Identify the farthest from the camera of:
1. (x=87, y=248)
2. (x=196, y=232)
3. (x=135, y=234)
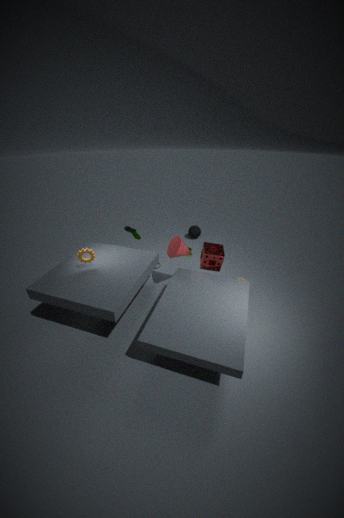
(x=196, y=232)
